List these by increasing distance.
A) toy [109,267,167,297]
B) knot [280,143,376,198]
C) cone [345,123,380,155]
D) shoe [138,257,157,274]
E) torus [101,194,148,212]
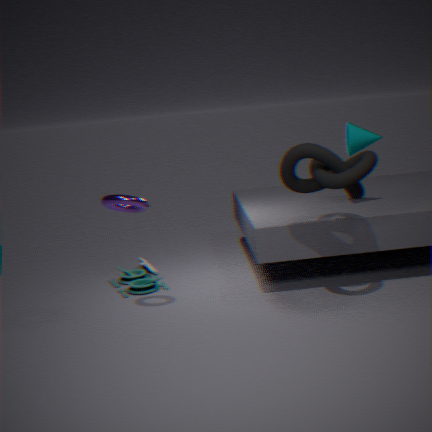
knot [280,143,376,198] → torus [101,194,148,212] → cone [345,123,380,155] → toy [109,267,167,297] → shoe [138,257,157,274]
